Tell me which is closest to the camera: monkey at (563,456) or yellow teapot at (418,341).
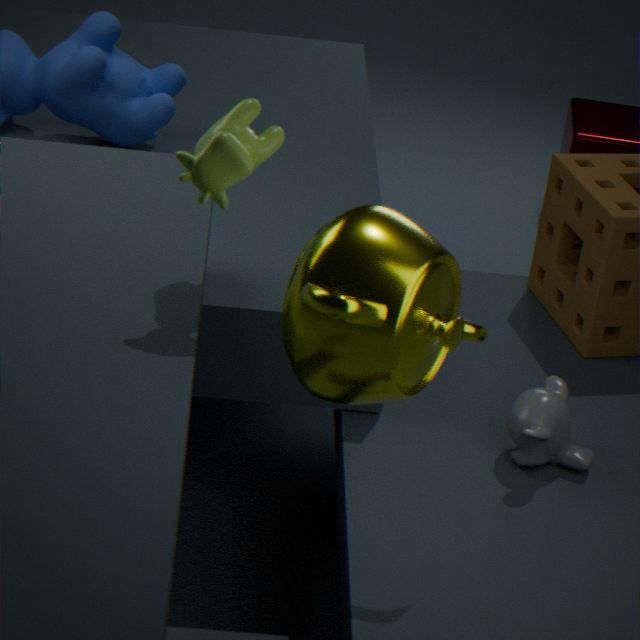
yellow teapot at (418,341)
